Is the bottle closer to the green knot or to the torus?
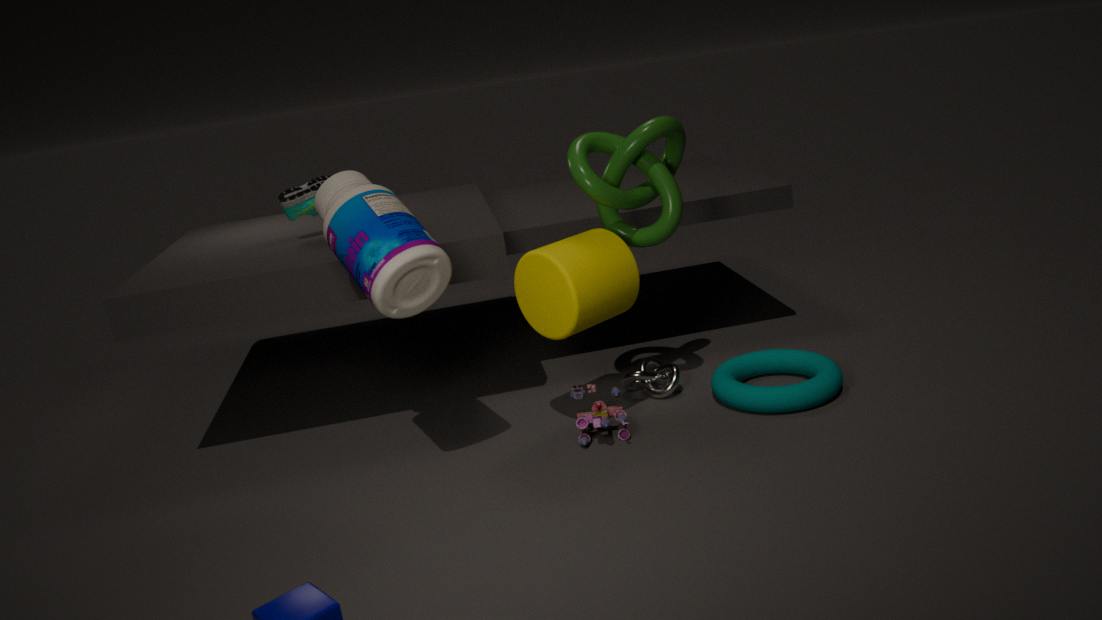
the green knot
